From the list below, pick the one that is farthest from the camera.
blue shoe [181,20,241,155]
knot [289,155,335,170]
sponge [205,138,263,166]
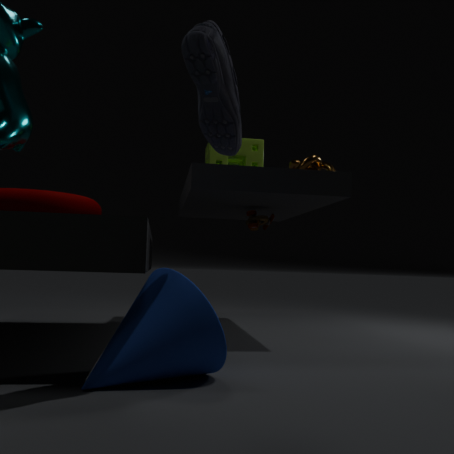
sponge [205,138,263,166]
